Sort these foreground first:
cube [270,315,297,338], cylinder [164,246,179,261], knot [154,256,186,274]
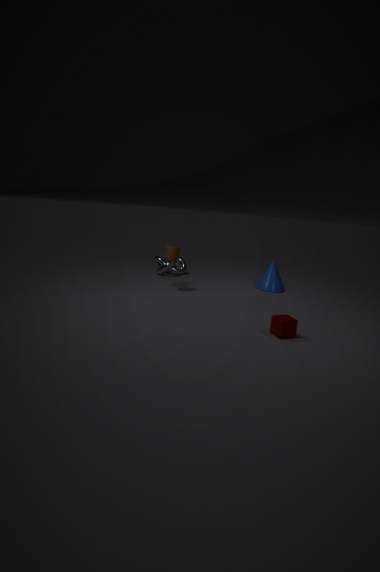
cube [270,315,297,338]
cylinder [164,246,179,261]
knot [154,256,186,274]
